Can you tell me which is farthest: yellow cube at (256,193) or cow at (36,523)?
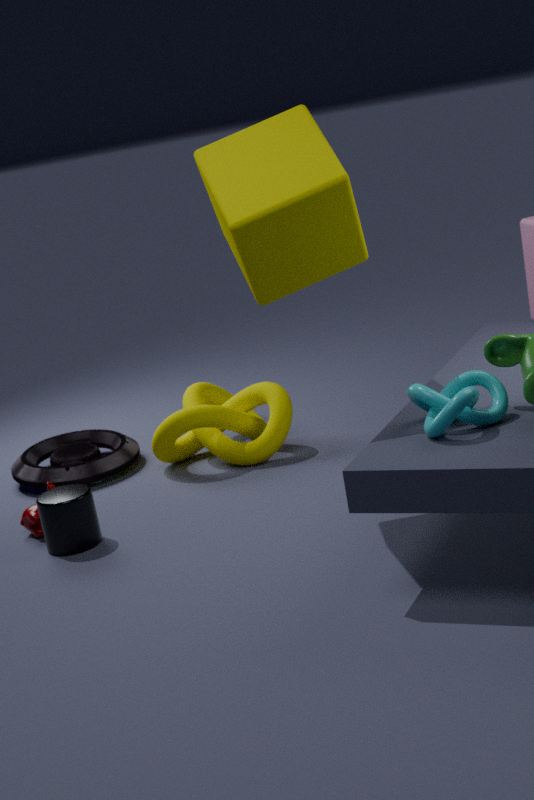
cow at (36,523)
